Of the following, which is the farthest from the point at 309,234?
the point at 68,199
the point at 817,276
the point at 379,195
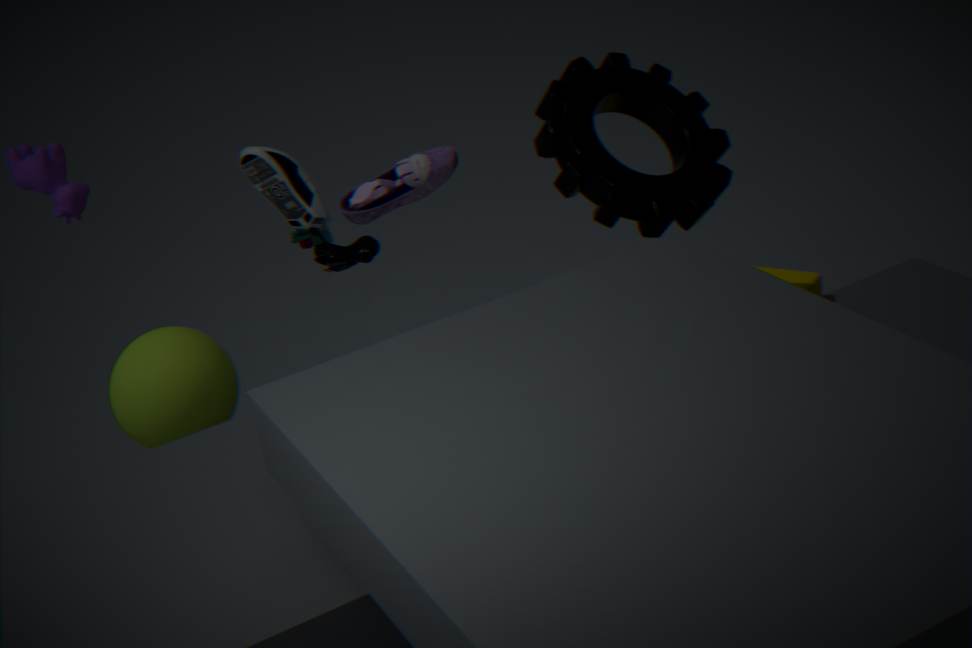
the point at 817,276
